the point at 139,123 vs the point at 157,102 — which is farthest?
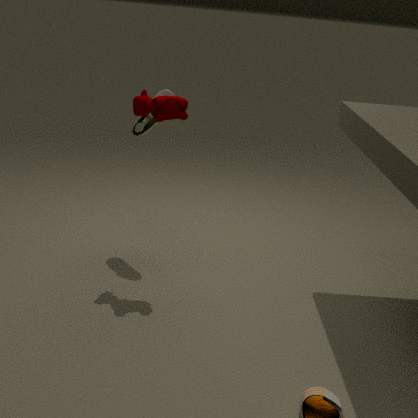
the point at 139,123
